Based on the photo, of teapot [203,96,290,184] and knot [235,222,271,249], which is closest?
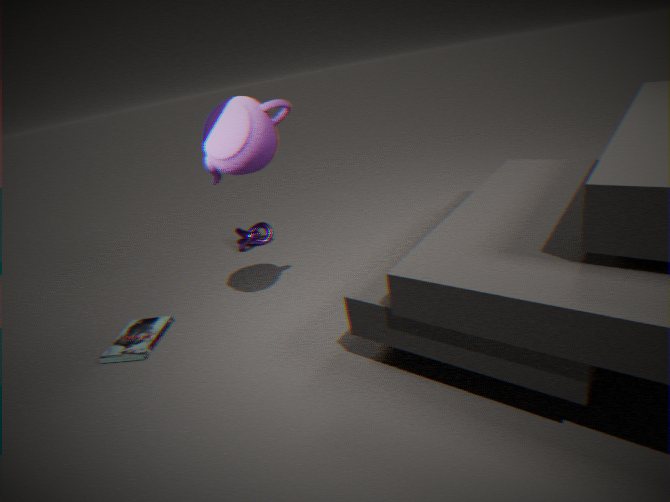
teapot [203,96,290,184]
